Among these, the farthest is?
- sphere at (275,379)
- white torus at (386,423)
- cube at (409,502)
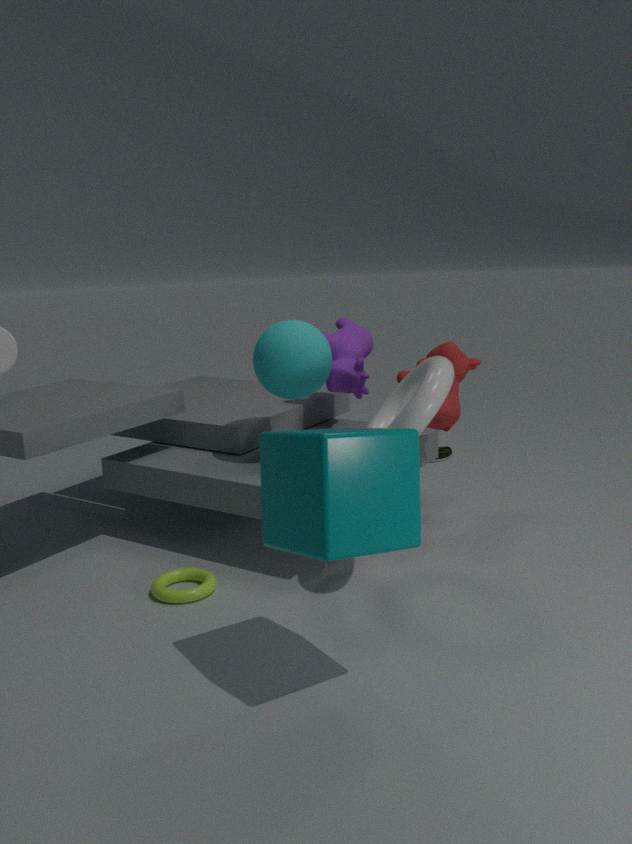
sphere at (275,379)
